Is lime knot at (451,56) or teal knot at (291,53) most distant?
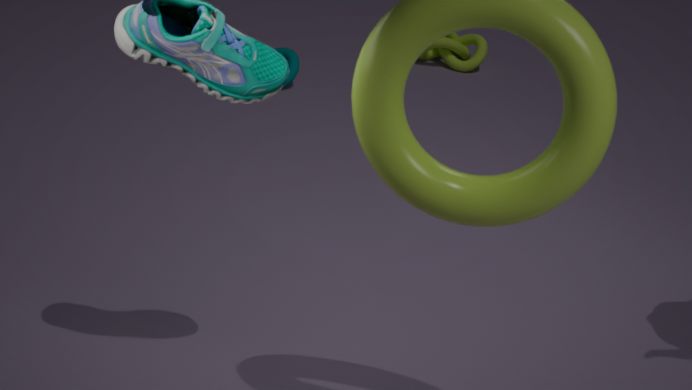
lime knot at (451,56)
